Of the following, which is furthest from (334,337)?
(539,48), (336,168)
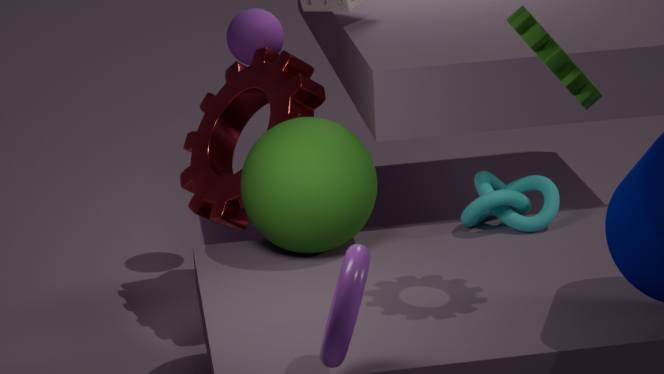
(336,168)
